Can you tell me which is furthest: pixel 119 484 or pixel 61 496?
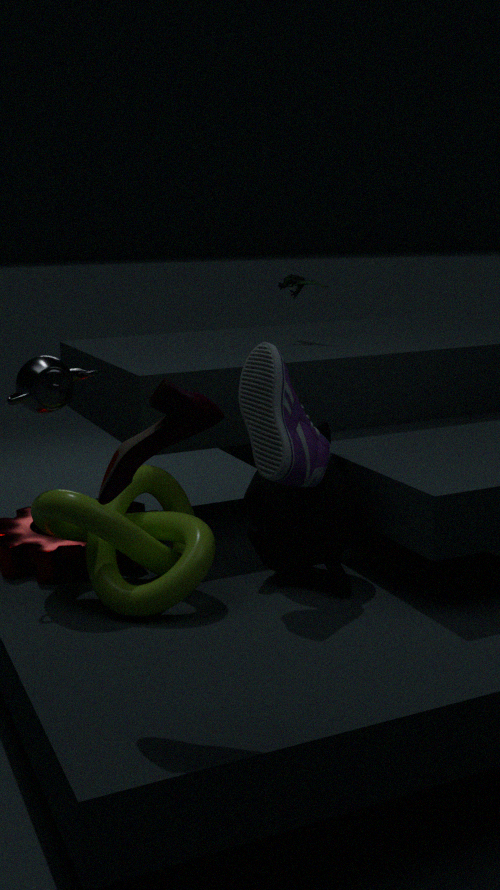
pixel 61 496
